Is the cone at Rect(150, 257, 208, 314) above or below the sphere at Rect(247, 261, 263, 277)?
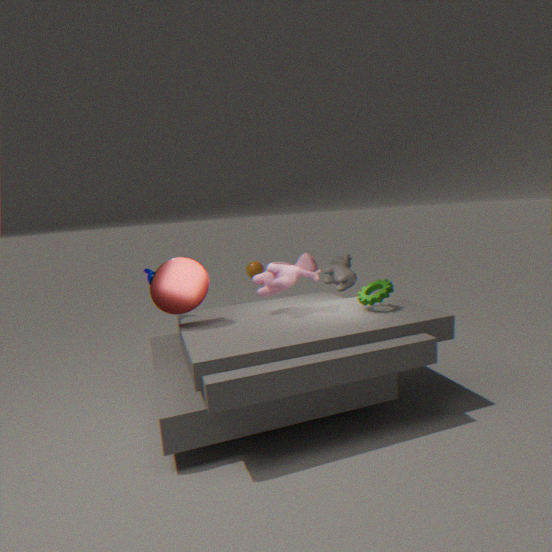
above
